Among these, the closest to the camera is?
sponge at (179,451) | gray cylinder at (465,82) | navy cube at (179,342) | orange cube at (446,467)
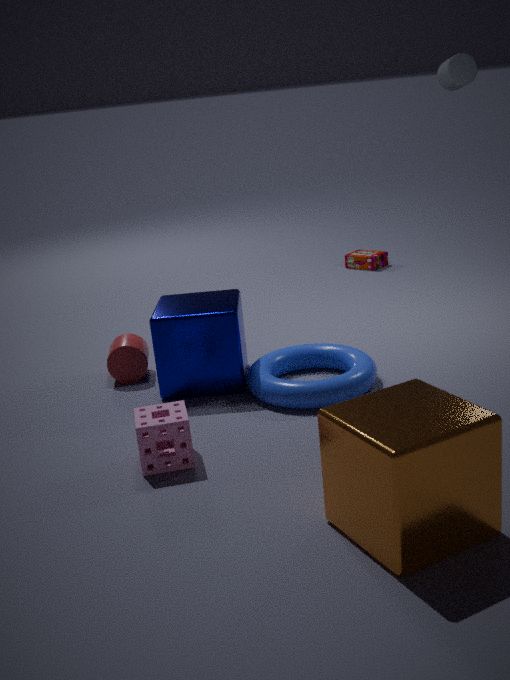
orange cube at (446,467)
